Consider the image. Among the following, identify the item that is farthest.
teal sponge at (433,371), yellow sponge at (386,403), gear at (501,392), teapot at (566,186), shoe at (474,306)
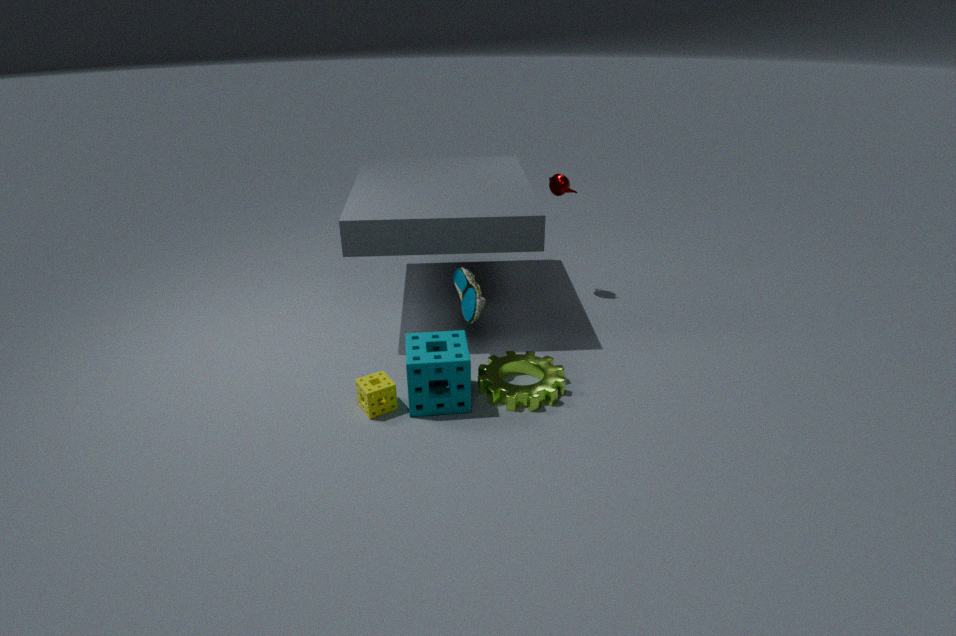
teapot at (566,186)
